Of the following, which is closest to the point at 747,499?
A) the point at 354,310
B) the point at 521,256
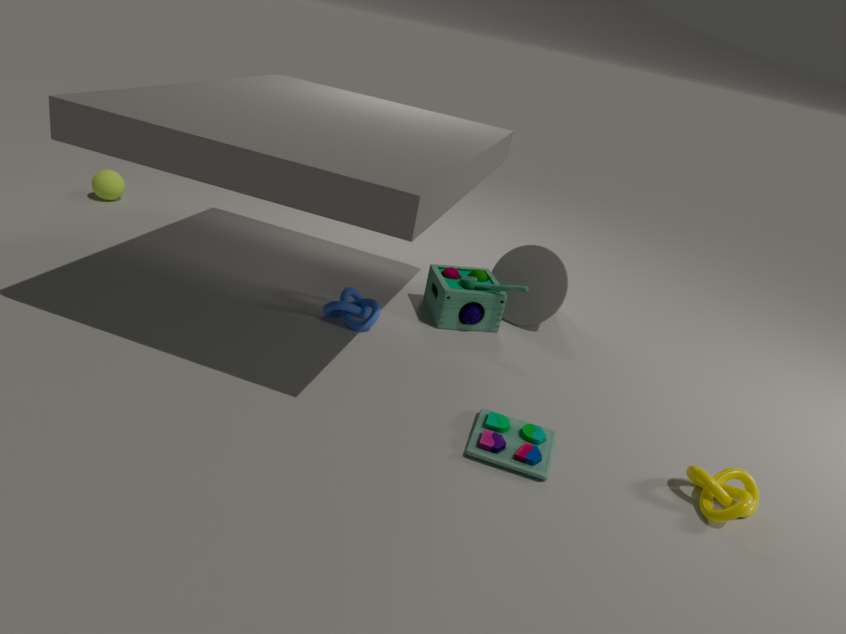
the point at 521,256
